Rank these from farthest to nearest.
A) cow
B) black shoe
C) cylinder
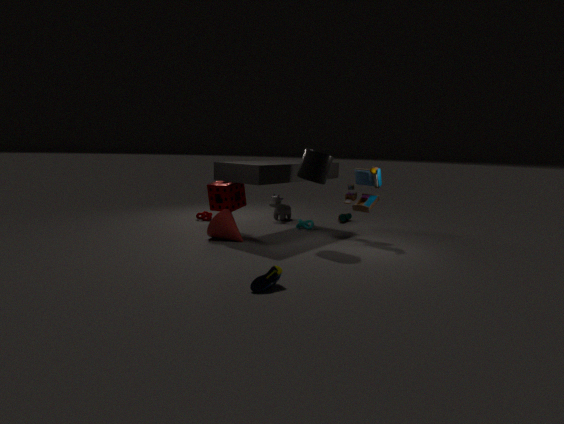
cow
cylinder
black shoe
